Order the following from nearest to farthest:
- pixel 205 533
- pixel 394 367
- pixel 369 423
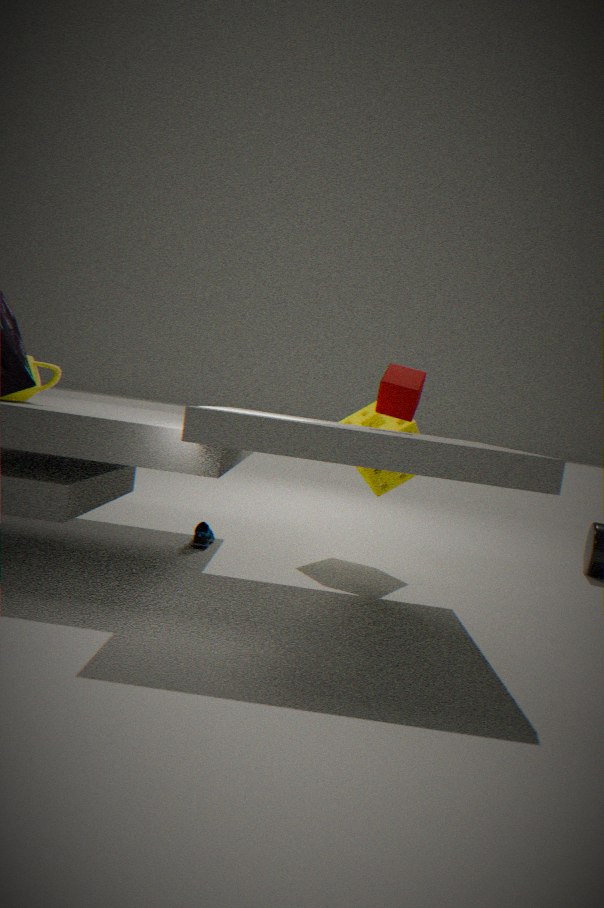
pixel 394 367, pixel 205 533, pixel 369 423
